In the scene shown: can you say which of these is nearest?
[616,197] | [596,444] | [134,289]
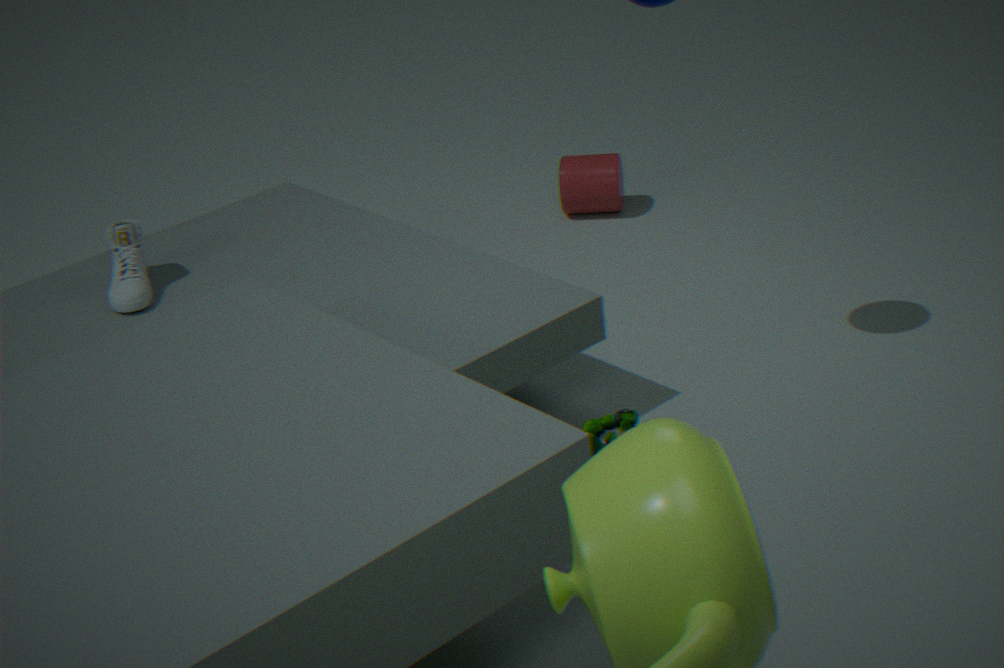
[596,444]
